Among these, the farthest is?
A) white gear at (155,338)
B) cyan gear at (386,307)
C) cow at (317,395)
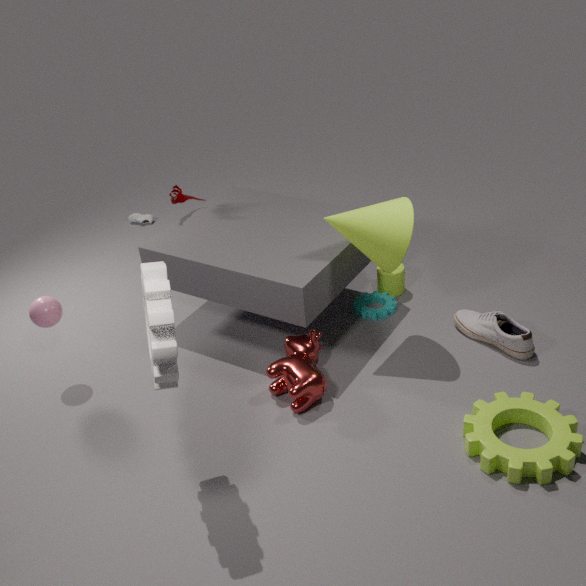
cyan gear at (386,307)
